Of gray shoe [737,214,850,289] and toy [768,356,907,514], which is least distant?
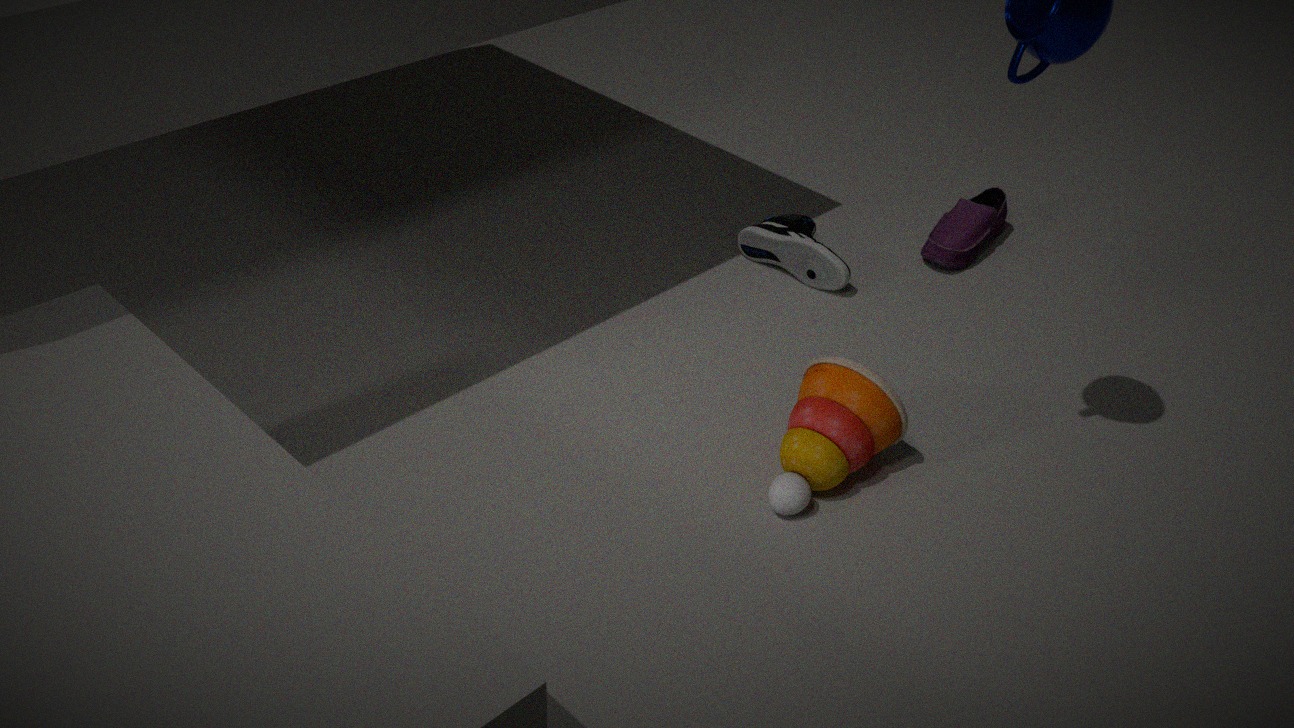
toy [768,356,907,514]
